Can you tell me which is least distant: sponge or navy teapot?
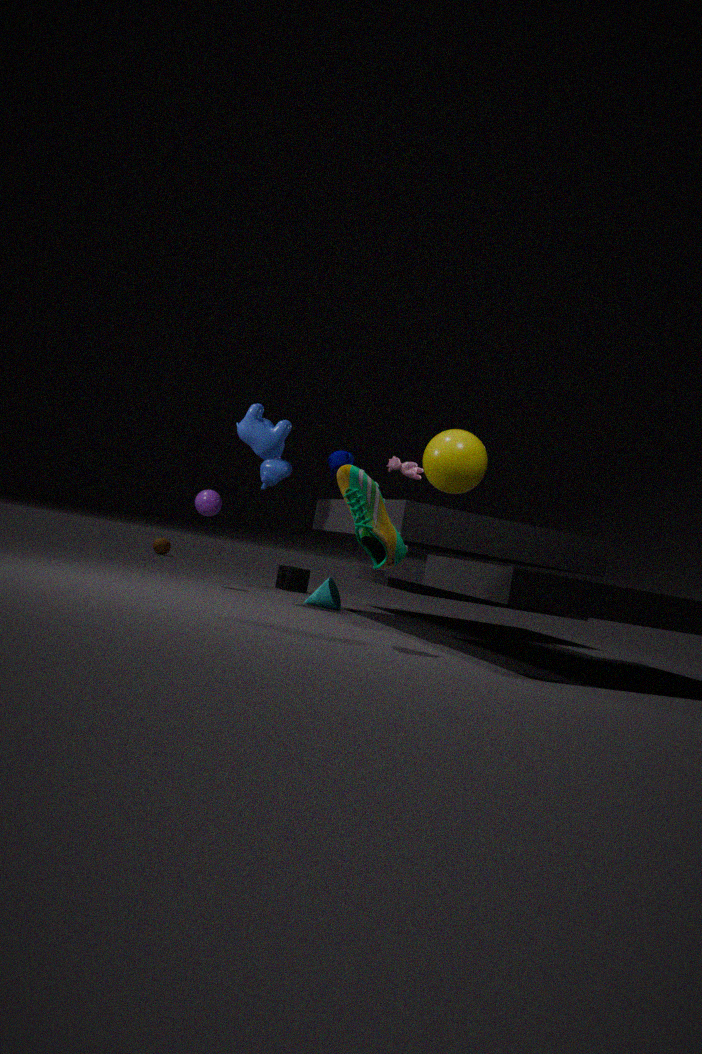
navy teapot
